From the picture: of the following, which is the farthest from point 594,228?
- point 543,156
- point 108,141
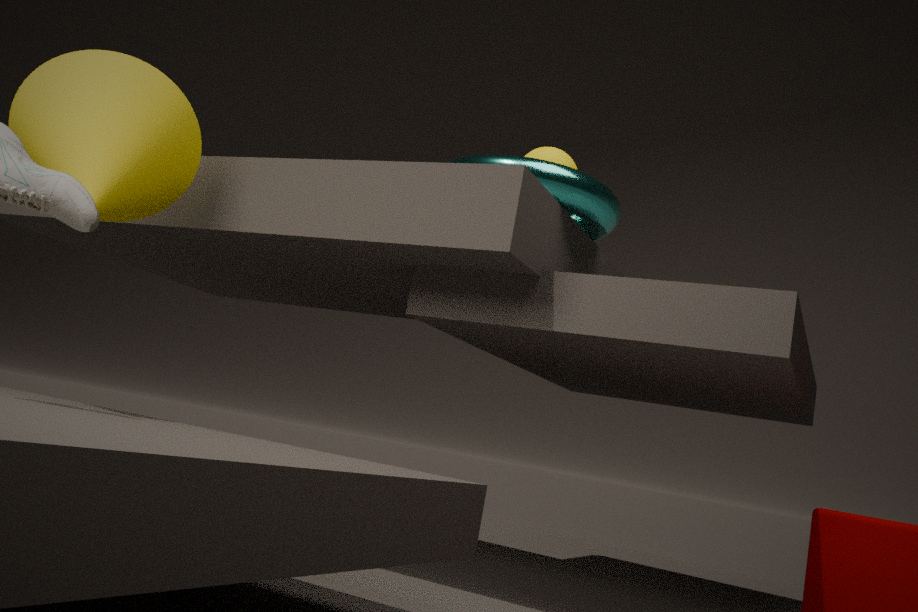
point 108,141
